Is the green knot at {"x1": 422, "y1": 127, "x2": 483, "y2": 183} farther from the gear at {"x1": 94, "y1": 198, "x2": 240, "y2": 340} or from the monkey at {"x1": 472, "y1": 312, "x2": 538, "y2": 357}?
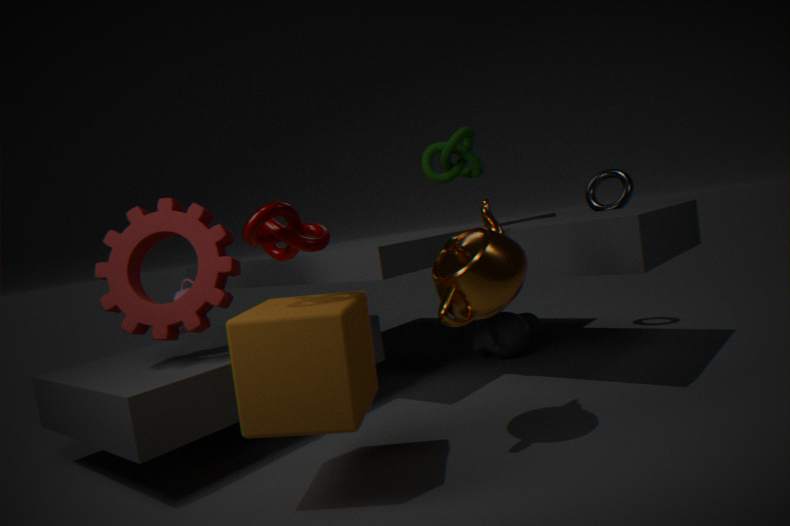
the monkey at {"x1": 472, "y1": 312, "x2": 538, "y2": 357}
